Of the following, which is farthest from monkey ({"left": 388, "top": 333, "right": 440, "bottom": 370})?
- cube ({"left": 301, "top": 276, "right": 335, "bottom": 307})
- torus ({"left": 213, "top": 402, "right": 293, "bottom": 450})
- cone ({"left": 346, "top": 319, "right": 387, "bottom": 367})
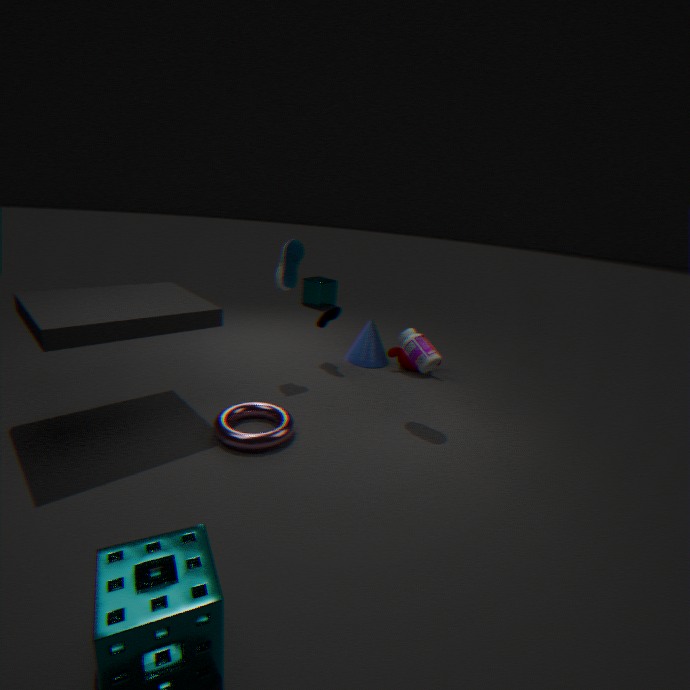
cube ({"left": 301, "top": 276, "right": 335, "bottom": 307})
